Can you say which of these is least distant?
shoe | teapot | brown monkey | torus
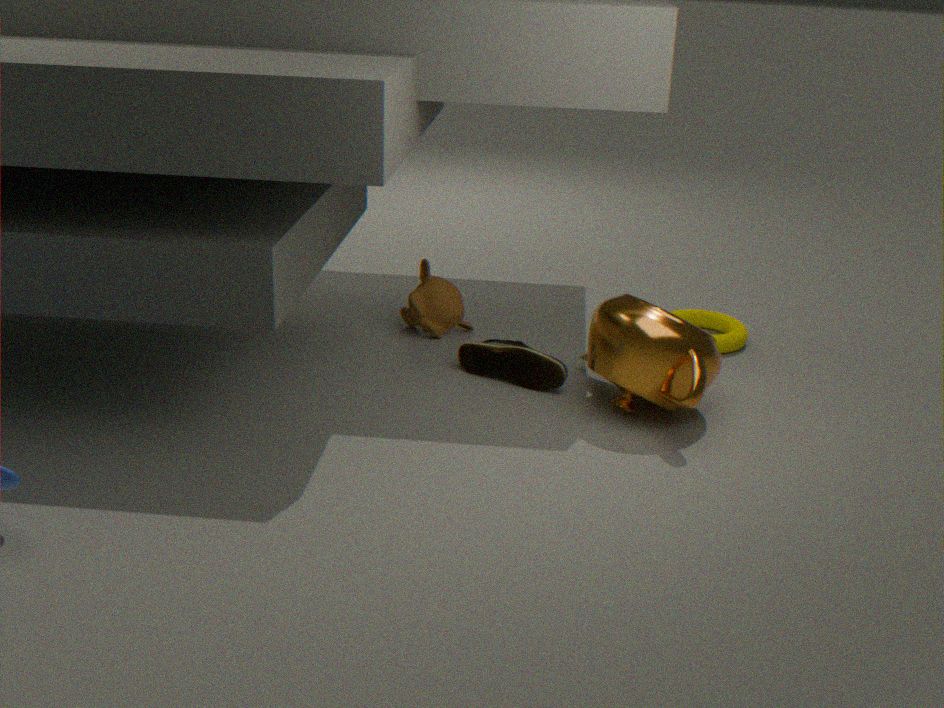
teapot
